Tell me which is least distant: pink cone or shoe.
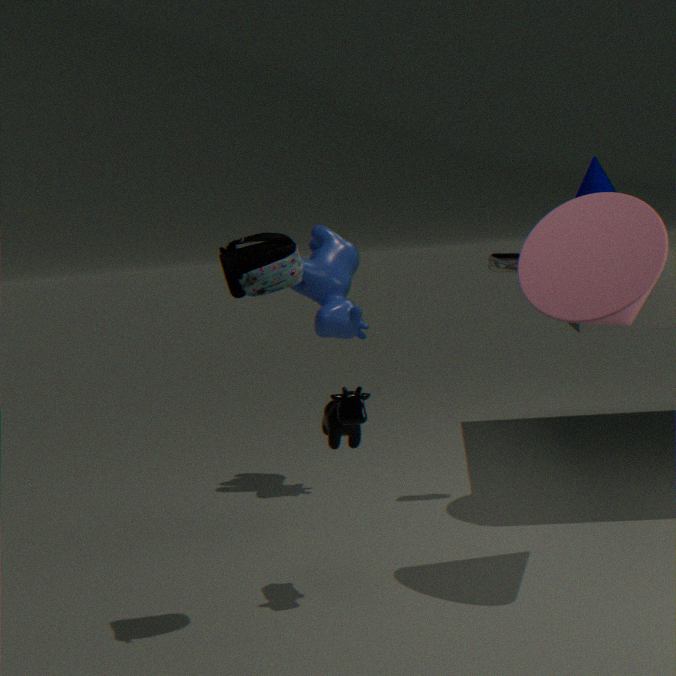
pink cone
